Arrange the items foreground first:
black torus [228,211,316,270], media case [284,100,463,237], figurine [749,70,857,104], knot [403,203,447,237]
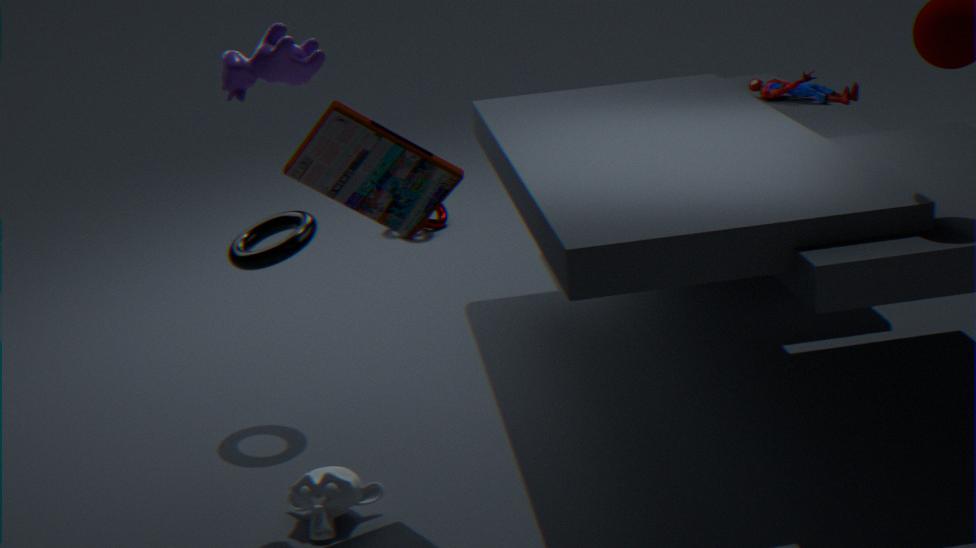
media case [284,100,463,237]
black torus [228,211,316,270]
figurine [749,70,857,104]
knot [403,203,447,237]
